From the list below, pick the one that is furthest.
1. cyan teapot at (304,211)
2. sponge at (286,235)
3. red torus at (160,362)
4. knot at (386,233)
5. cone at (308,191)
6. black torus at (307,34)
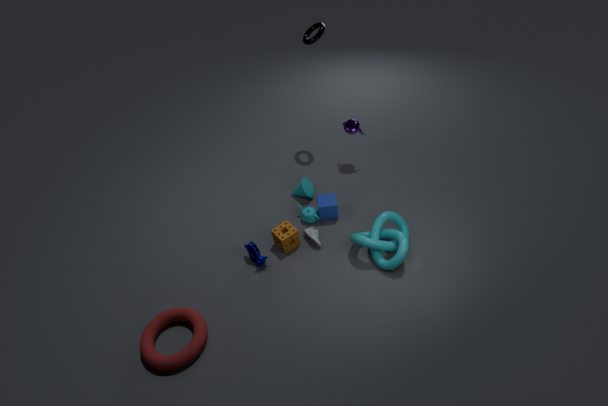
cone at (308,191)
